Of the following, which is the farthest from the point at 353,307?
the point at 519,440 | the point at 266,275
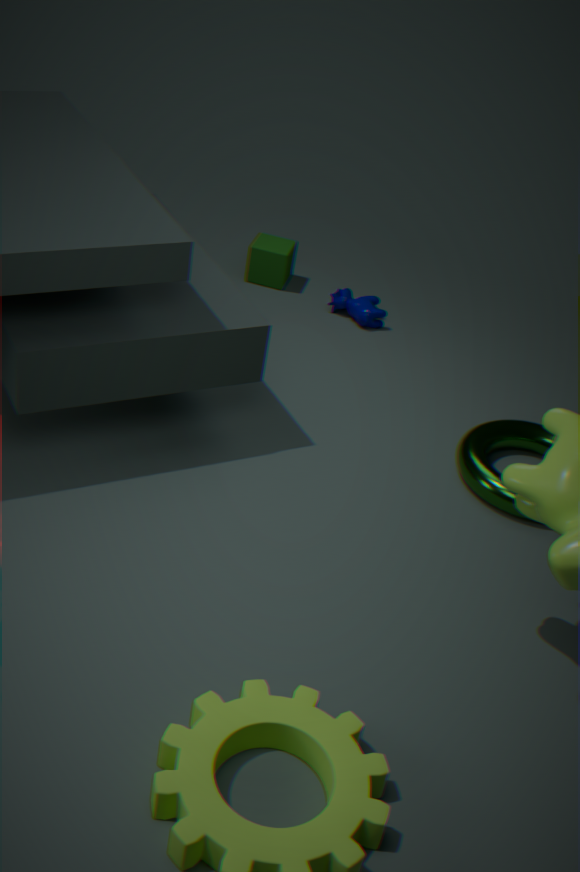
the point at 519,440
